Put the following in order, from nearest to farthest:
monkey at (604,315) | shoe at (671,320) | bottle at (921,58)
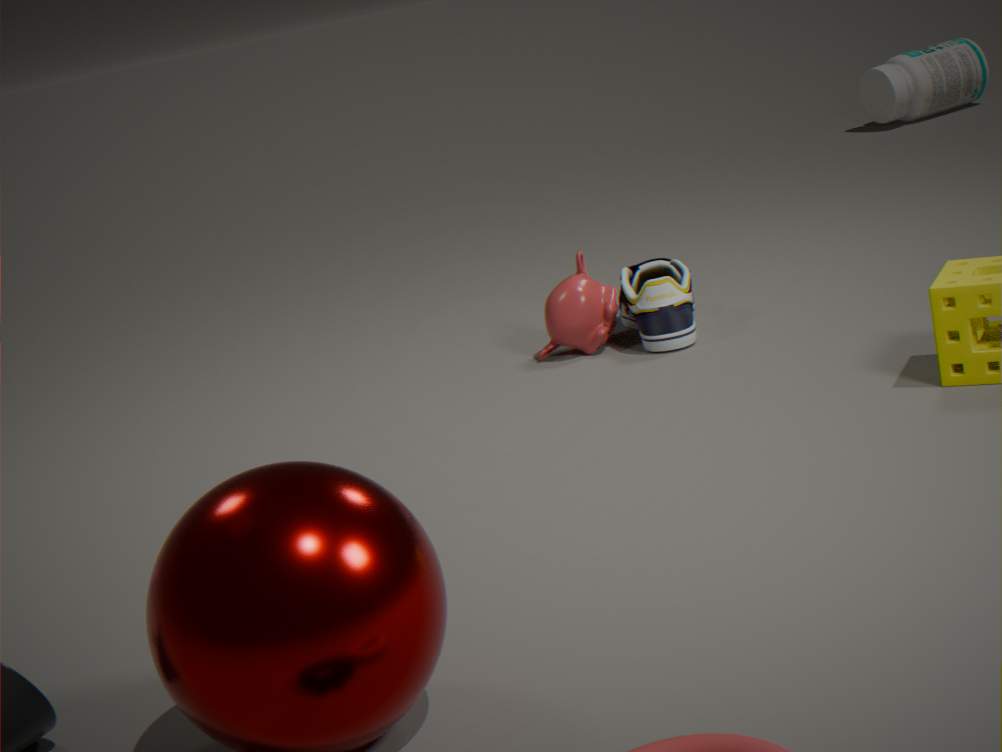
shoe at (671,320), monkey at (604,315), bottle at (921,58)
